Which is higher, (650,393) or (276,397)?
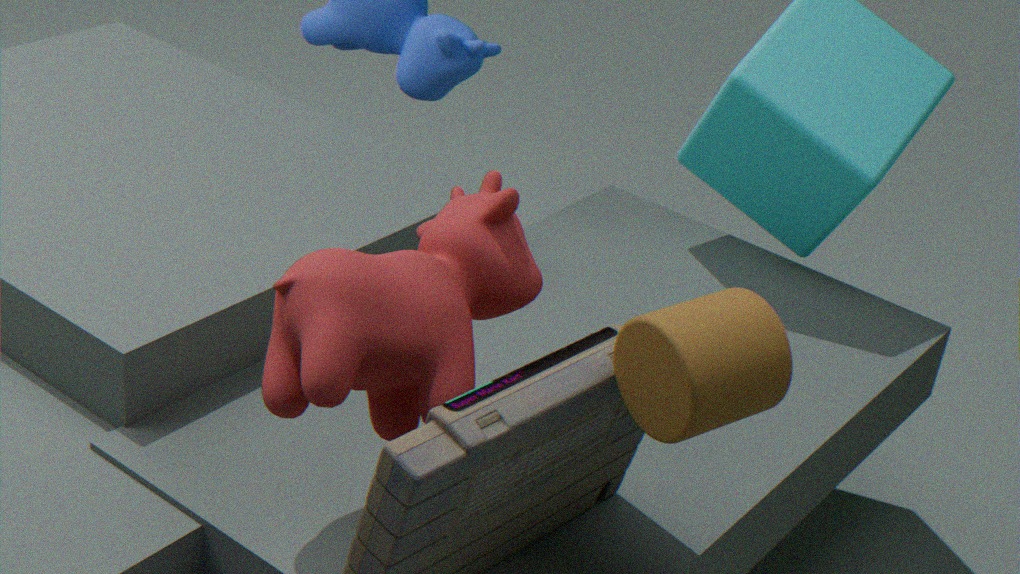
(650,393)
